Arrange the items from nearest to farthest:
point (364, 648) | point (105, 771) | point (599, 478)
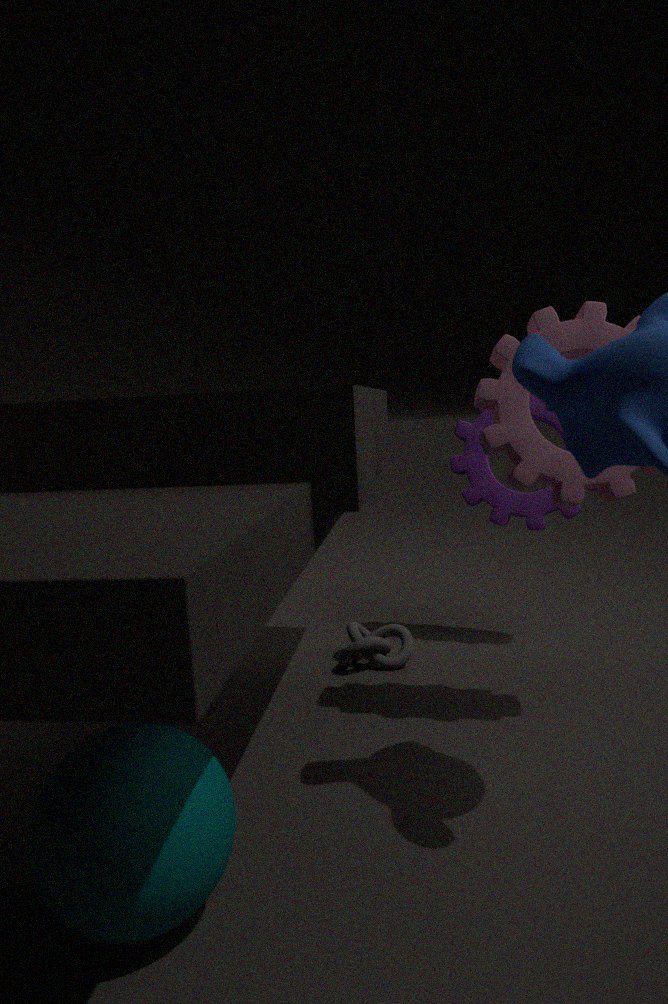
point (105, 771)
point (599, 478)
point (364, 648)
